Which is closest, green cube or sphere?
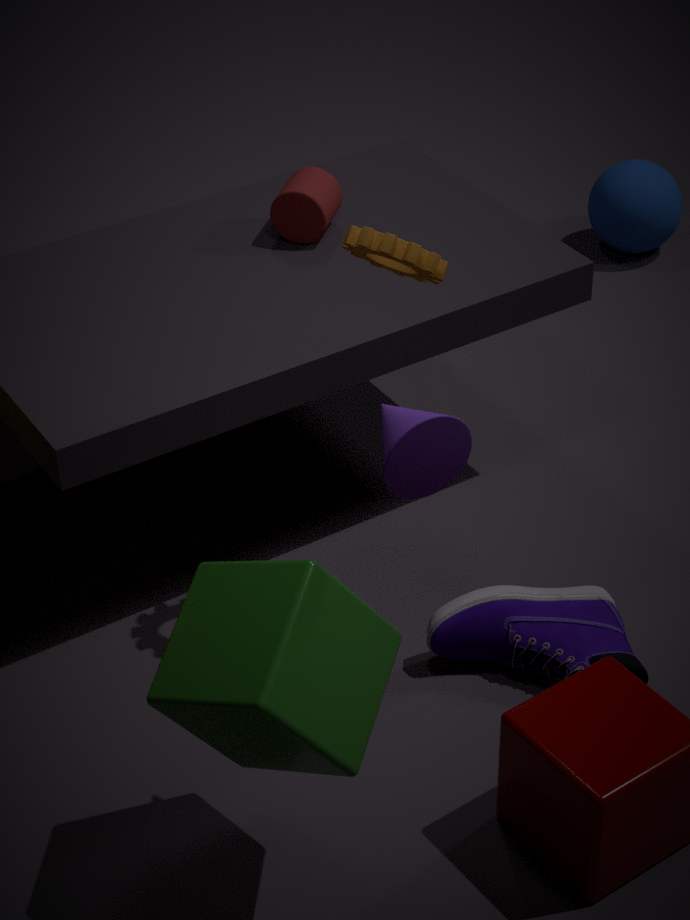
green cube
